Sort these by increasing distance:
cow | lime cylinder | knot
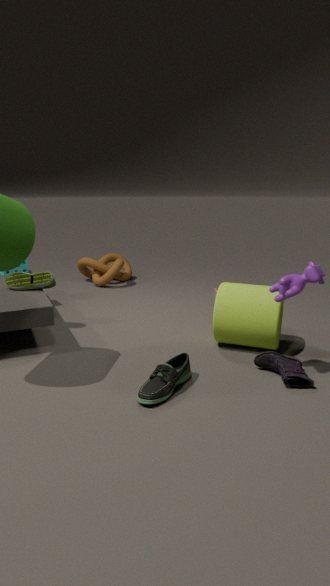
1. cow
2. lime cylinder
3. knot
